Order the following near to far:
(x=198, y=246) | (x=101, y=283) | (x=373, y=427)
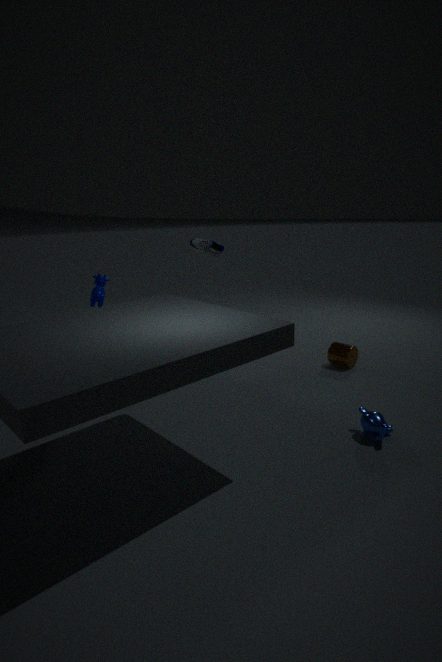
(x=373, y=427) → (x=101, y=283) → (x=198, y=246)
